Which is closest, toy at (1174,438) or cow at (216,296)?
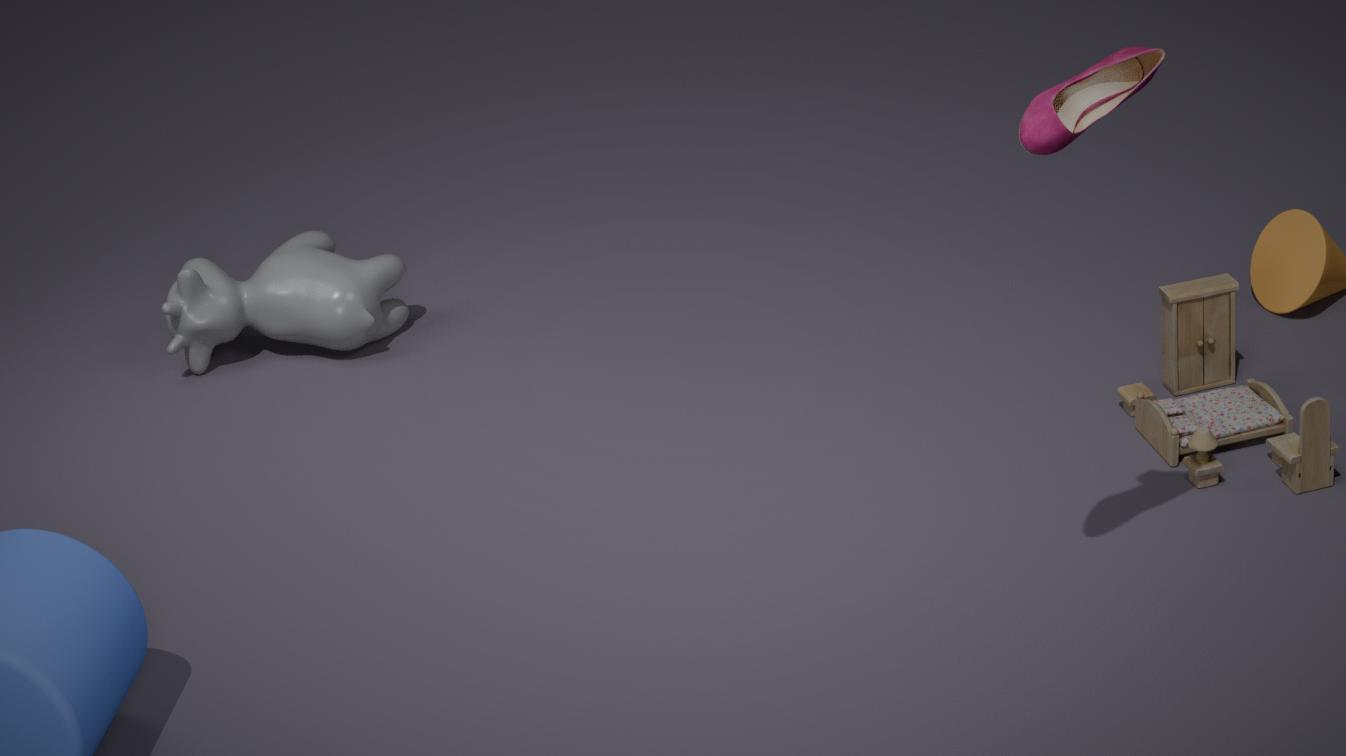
toy at (1174,438)
